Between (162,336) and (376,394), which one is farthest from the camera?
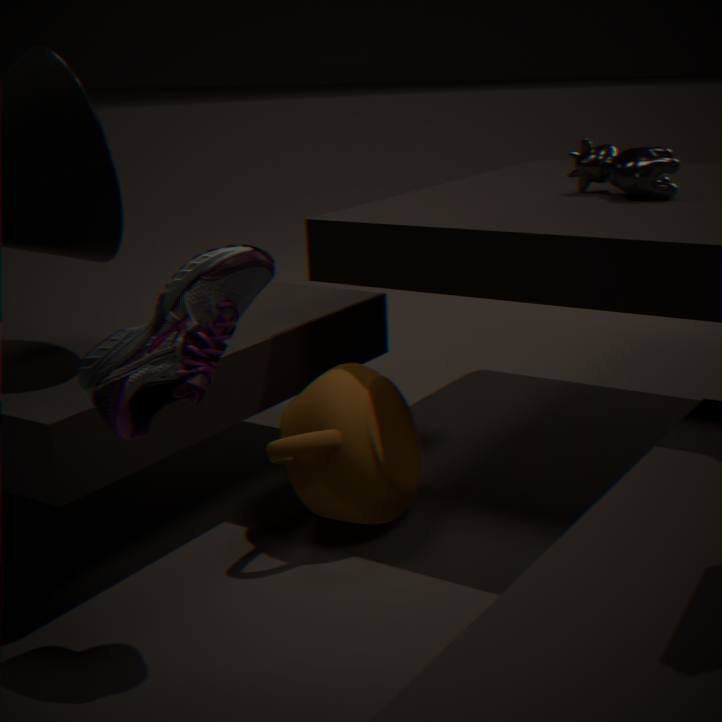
(376,394)
